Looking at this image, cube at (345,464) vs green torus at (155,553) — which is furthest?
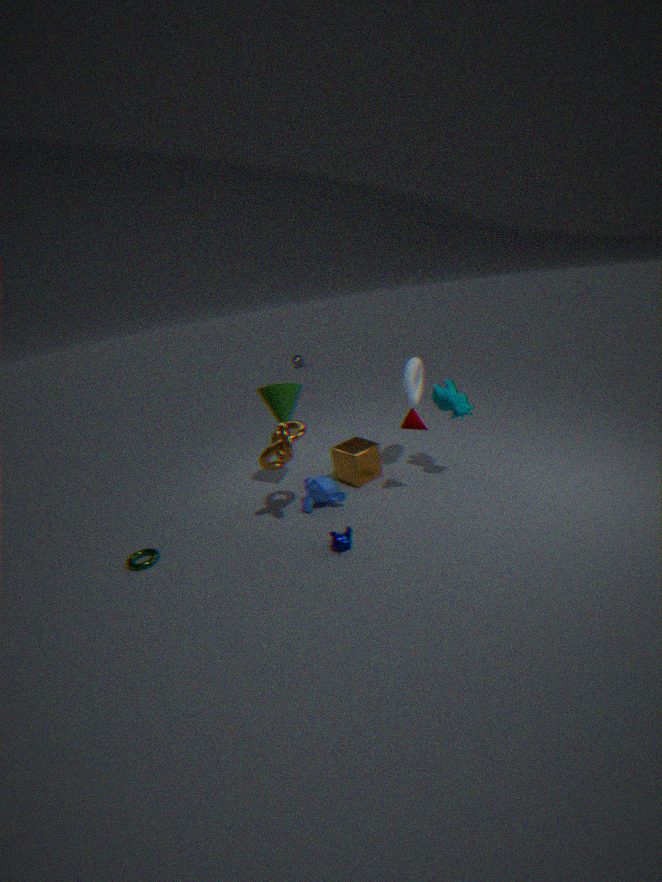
cube at (345,464)
